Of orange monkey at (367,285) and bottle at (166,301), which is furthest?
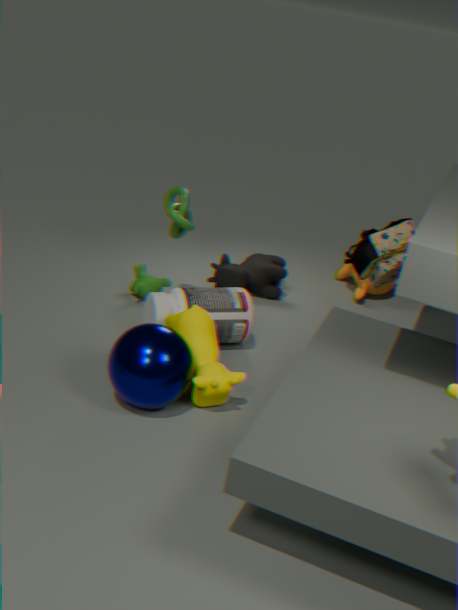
orange monkey at (367,285)
